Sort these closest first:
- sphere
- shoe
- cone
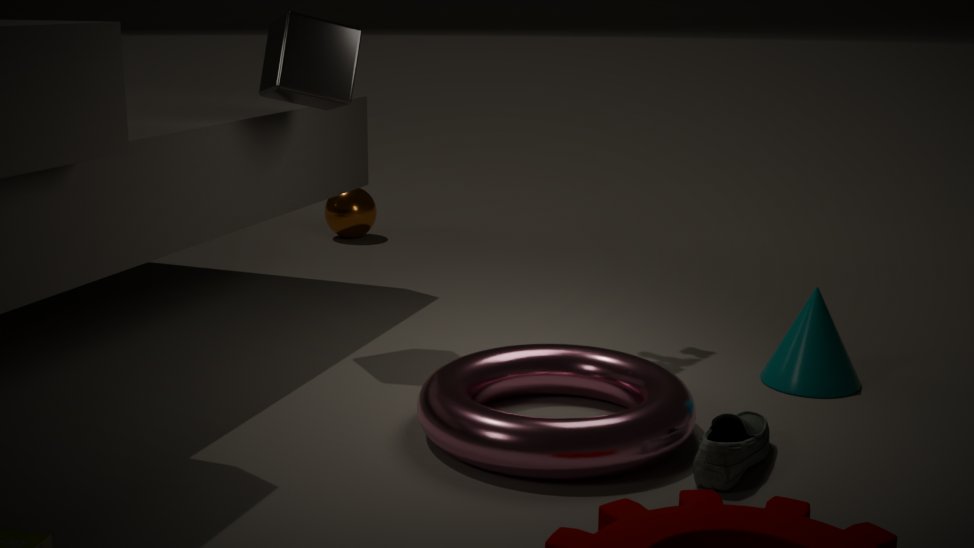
shoe
cone
sphere
